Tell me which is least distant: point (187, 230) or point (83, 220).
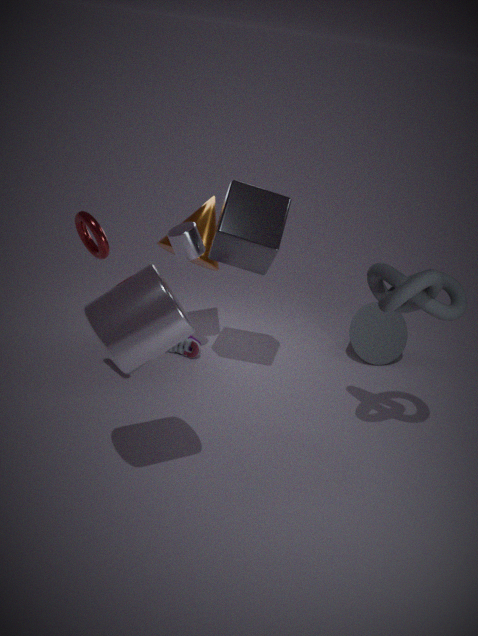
point (83, 220)
